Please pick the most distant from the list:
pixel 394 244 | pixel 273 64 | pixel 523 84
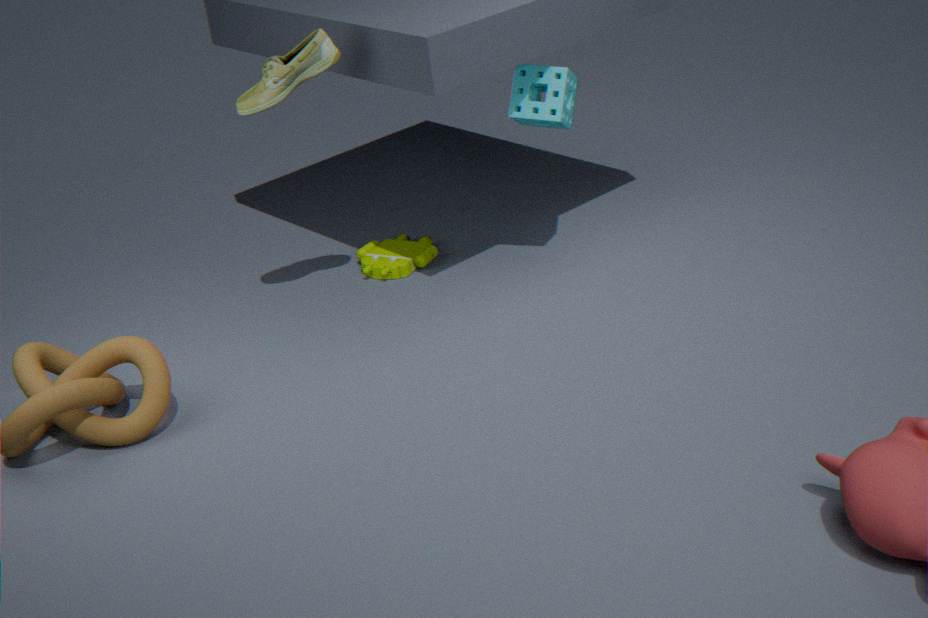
pixel 394 244
